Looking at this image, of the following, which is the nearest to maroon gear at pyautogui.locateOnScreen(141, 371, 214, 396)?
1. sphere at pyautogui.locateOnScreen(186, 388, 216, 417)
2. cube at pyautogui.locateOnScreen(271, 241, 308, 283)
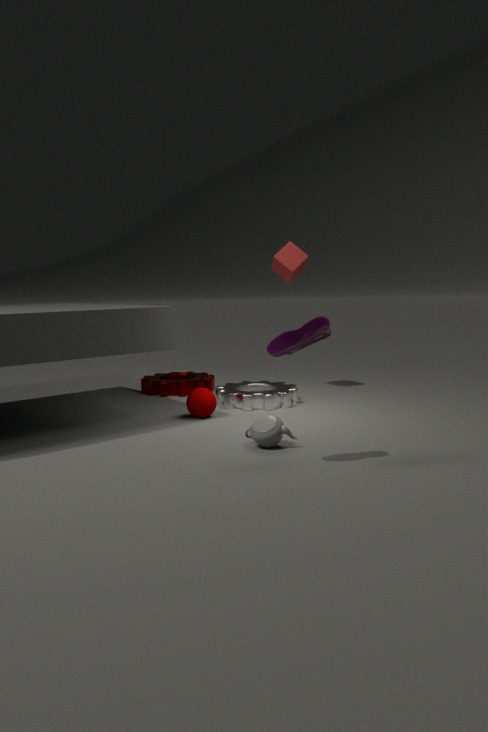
sphere at pyautogui.locateOnScreen(186, 388, 216, 417)
